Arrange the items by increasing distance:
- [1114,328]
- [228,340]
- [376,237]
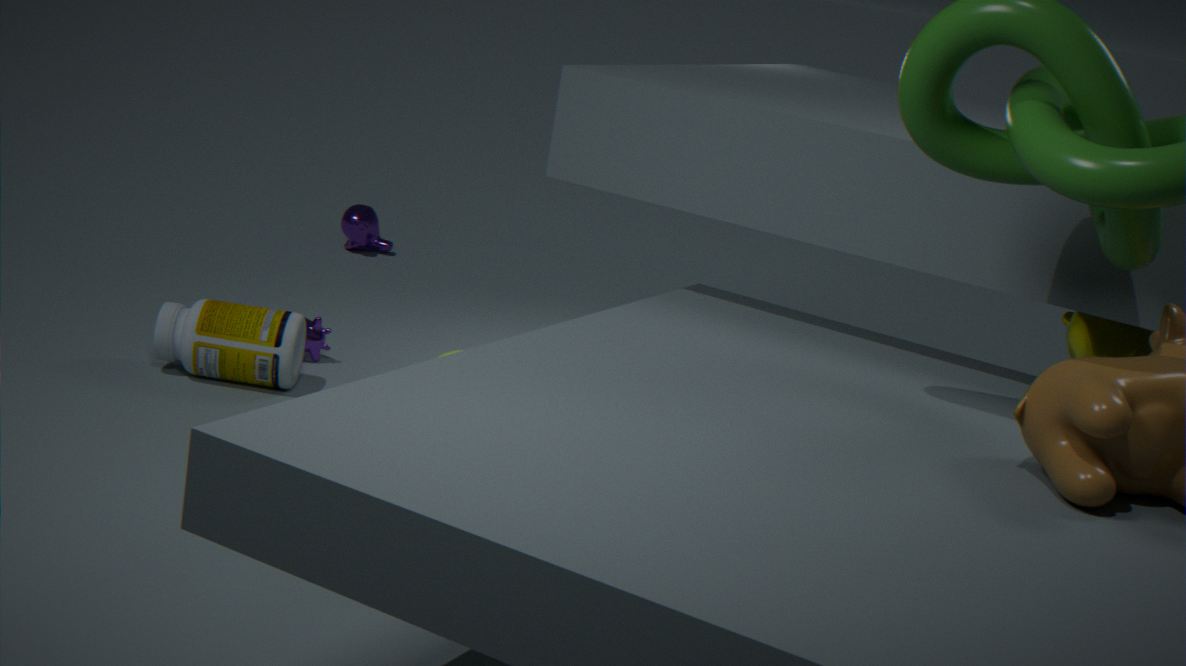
[1114,328]
[228,340]
[376,237]
